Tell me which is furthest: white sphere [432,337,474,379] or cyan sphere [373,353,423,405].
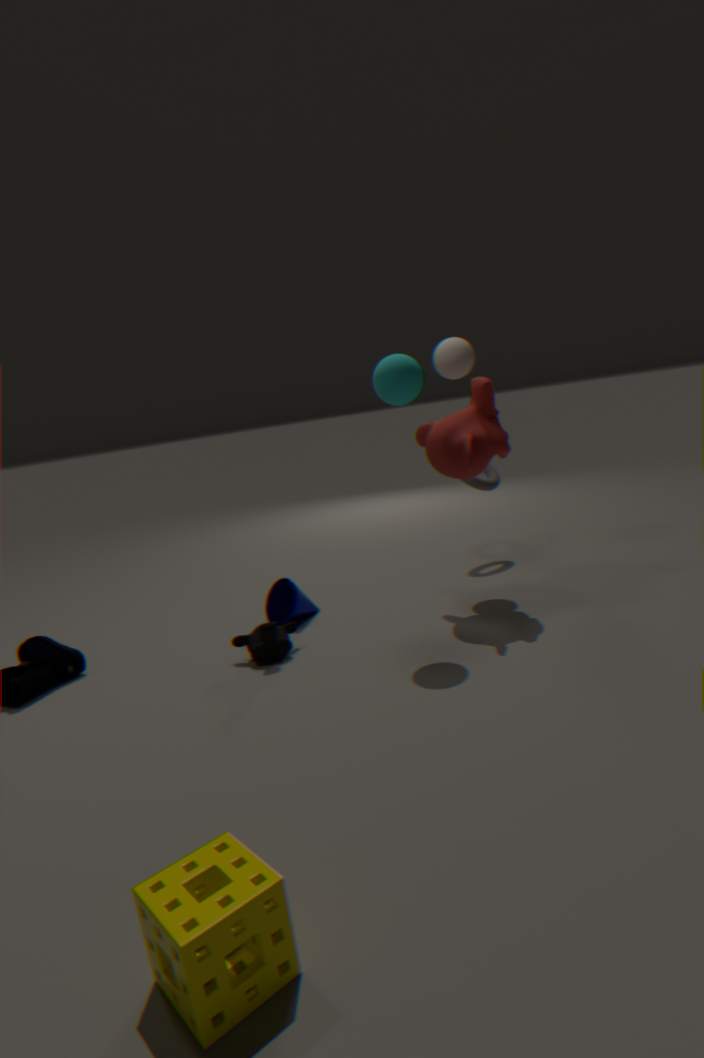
white sphere [432,337,474,379]
